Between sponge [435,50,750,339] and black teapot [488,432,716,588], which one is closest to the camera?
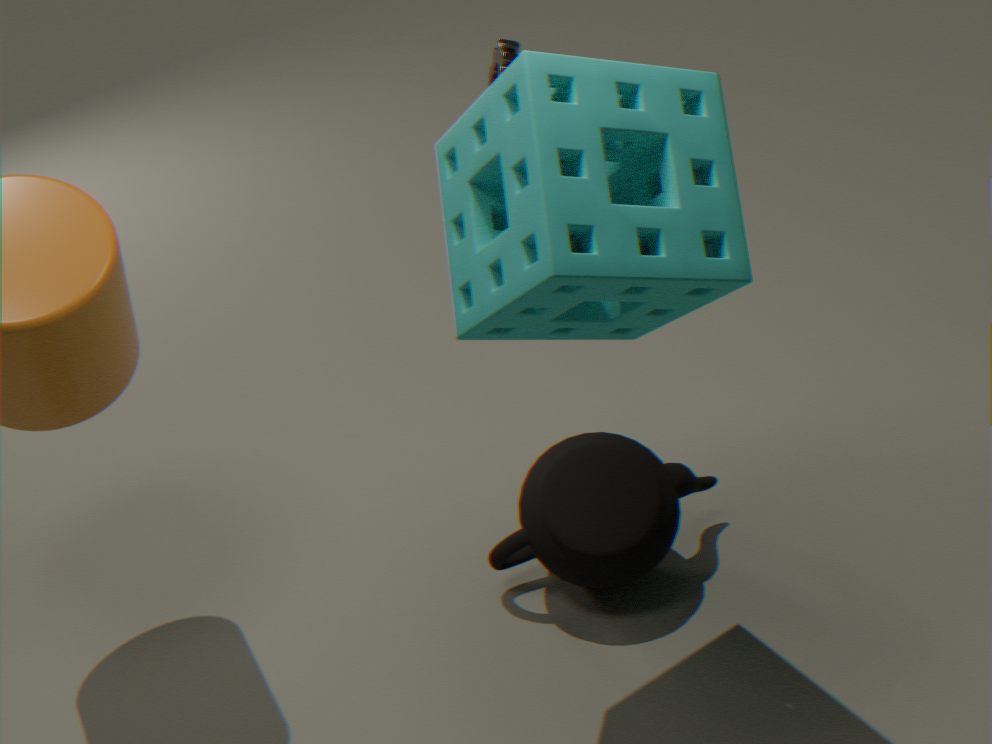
sponge [435,50,750,339]
